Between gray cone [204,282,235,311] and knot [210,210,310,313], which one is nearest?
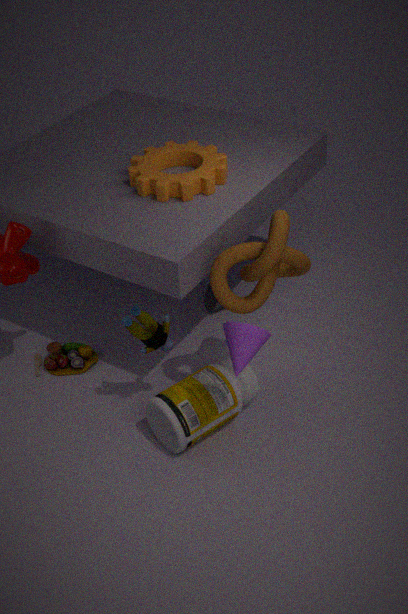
knot [210,210,310,313]
